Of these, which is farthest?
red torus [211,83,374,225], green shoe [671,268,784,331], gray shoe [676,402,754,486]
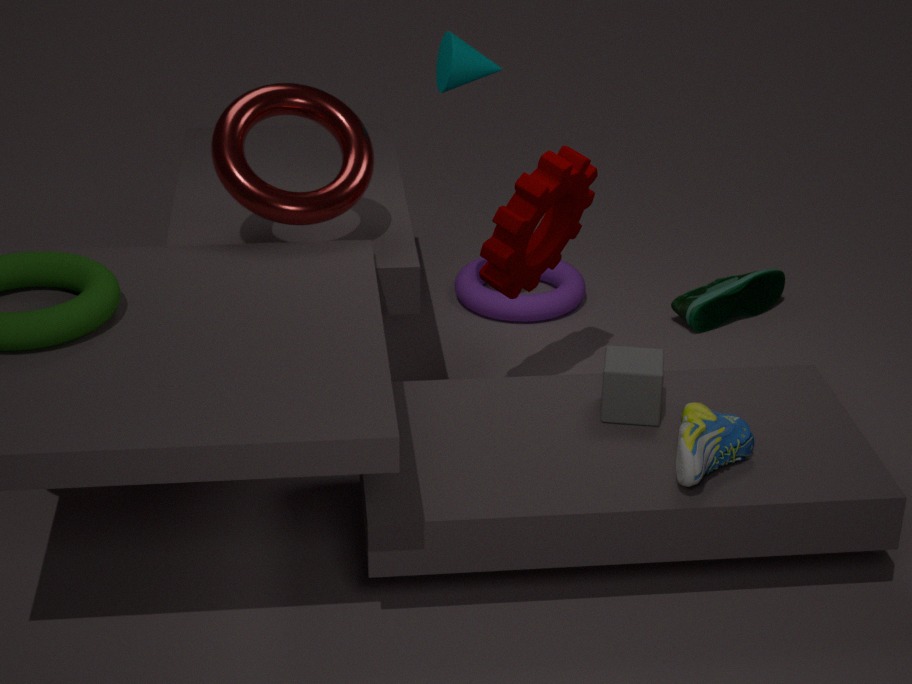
green shoe [671,268,784,331]
